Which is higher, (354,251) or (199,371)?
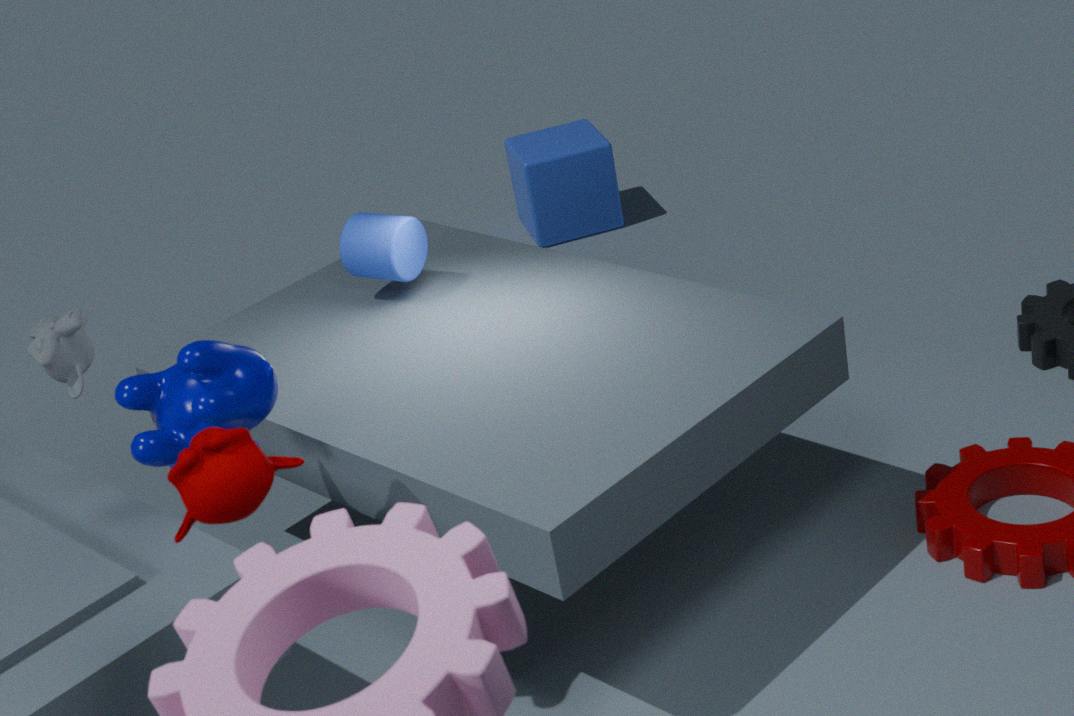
(199,371)
